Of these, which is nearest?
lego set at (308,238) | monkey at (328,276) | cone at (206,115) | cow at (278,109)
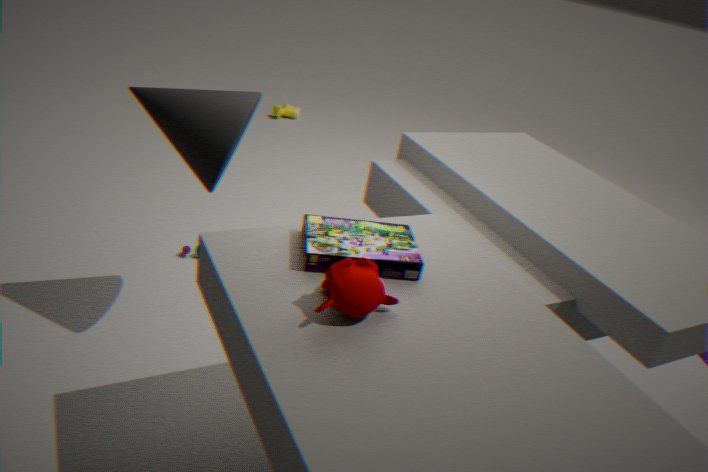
monkey at (328,276)
